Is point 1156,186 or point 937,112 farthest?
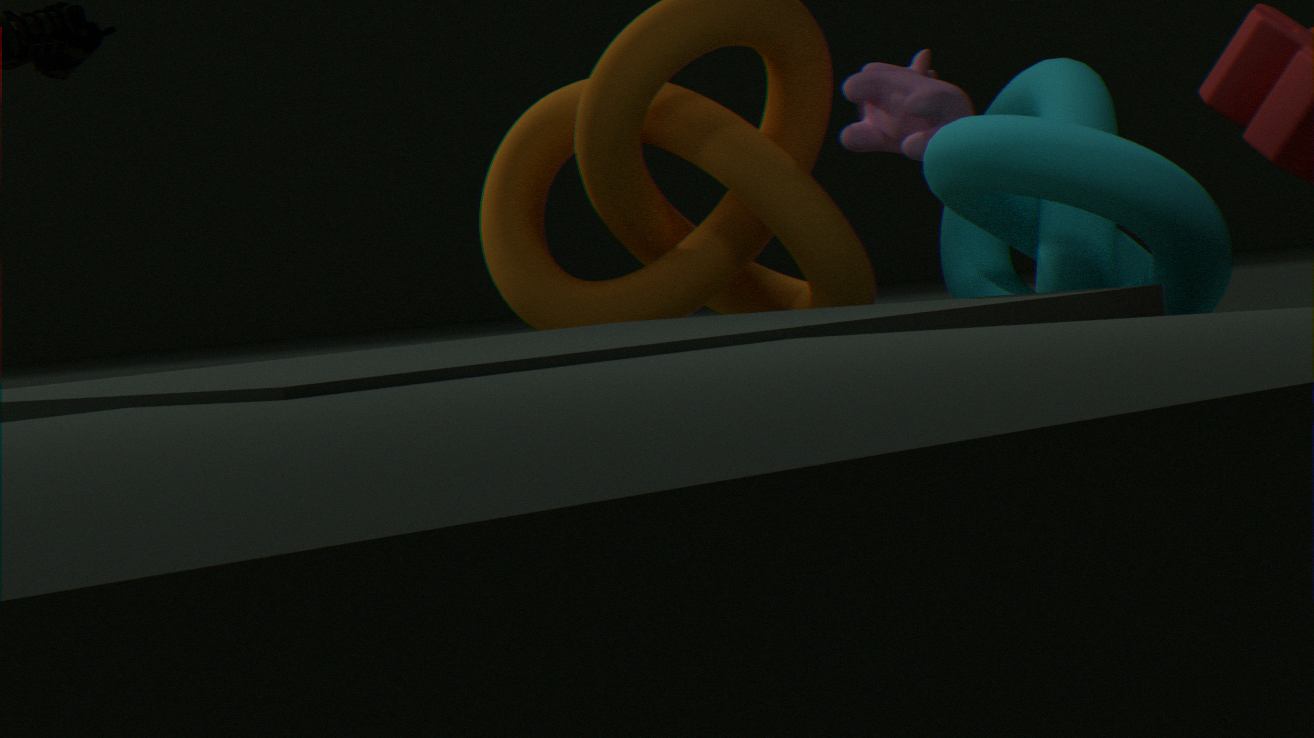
point 937,112
